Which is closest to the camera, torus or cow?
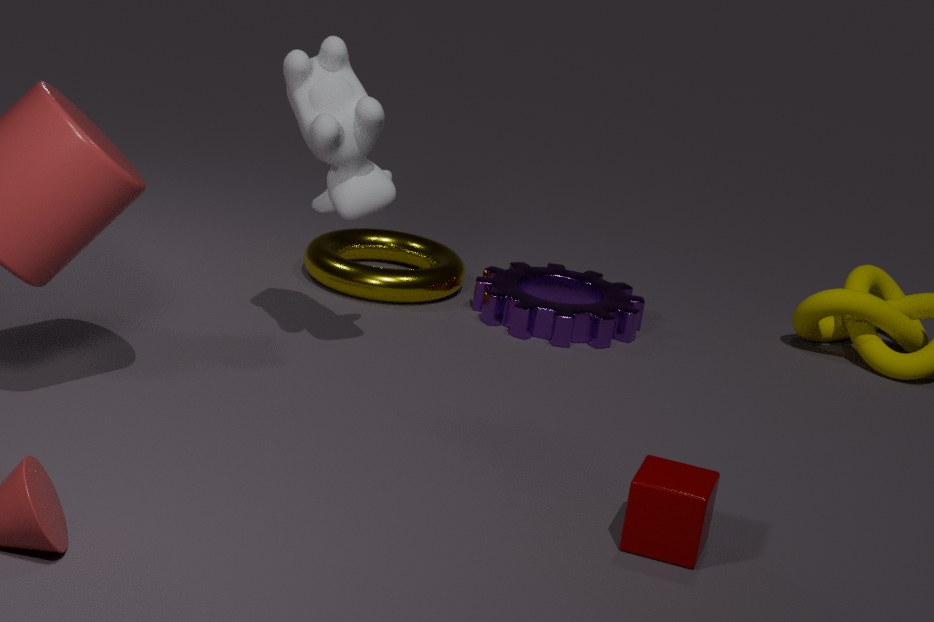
cow
